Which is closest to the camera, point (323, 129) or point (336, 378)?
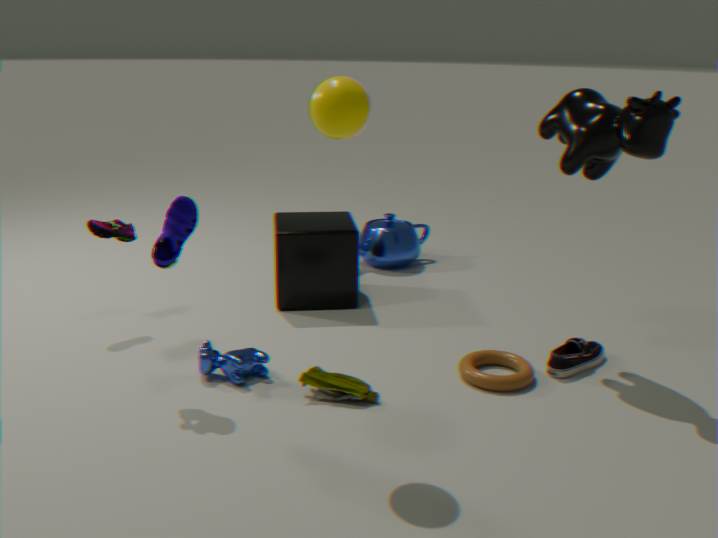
point (323, 129)
